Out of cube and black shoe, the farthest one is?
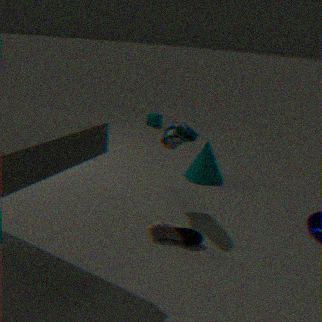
cube
